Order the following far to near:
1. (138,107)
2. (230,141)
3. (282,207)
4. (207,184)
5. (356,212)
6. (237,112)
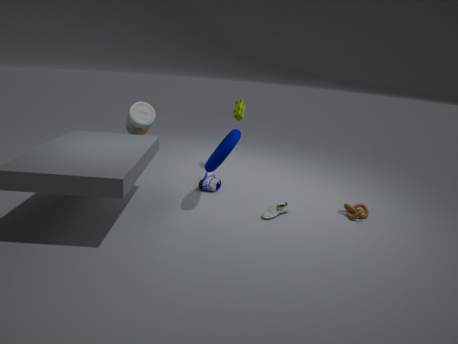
1. (237,112)
2. (207,184)
3. (138,107)
4. (356,212)
5. (282,207)
6. (230,141)
